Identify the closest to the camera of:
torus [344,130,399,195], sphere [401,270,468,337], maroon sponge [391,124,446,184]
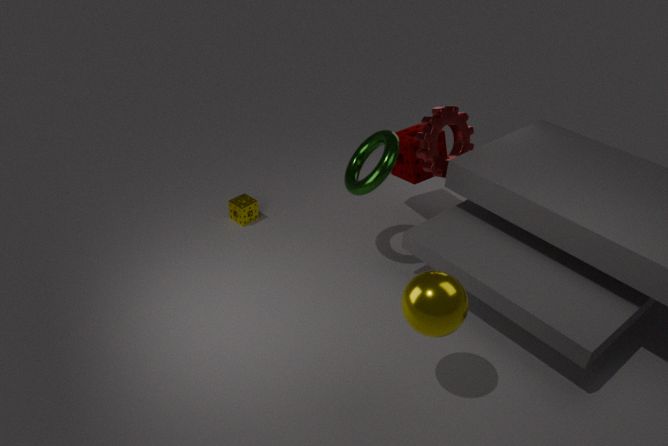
sphere [401,270,468,337]
